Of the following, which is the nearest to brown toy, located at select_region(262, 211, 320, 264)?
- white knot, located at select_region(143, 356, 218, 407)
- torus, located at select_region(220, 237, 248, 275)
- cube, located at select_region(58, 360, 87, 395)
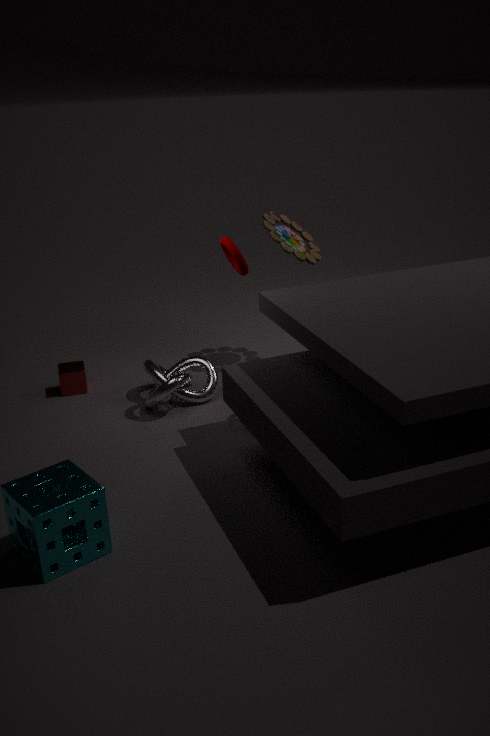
torus, located at select_region(220, 237, 248, 275)
